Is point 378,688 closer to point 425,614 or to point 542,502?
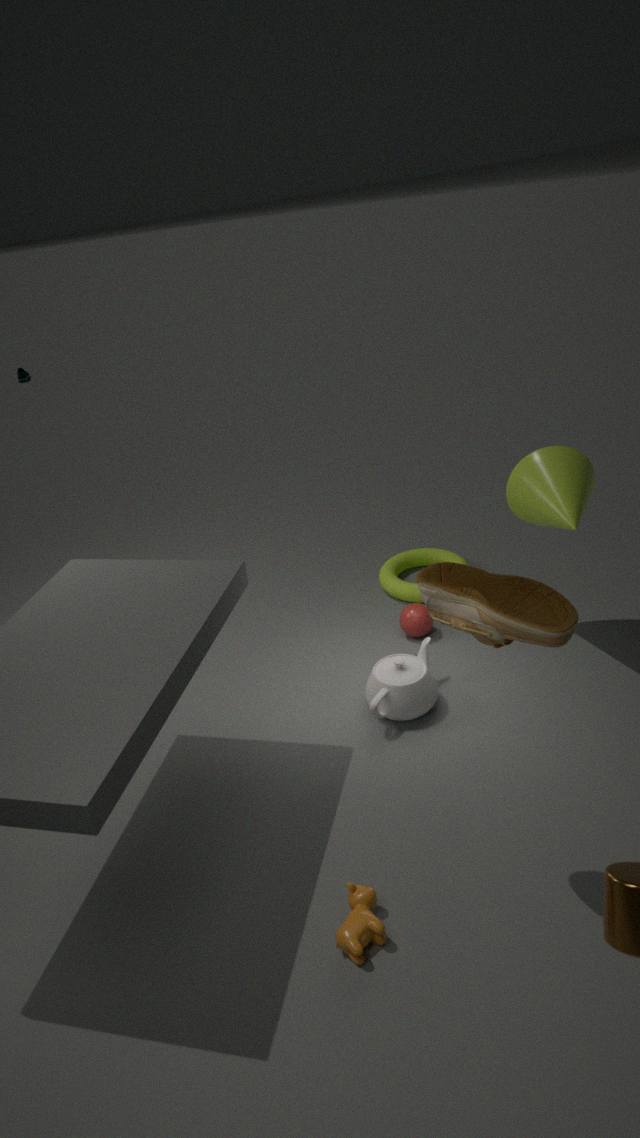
point 425,614
